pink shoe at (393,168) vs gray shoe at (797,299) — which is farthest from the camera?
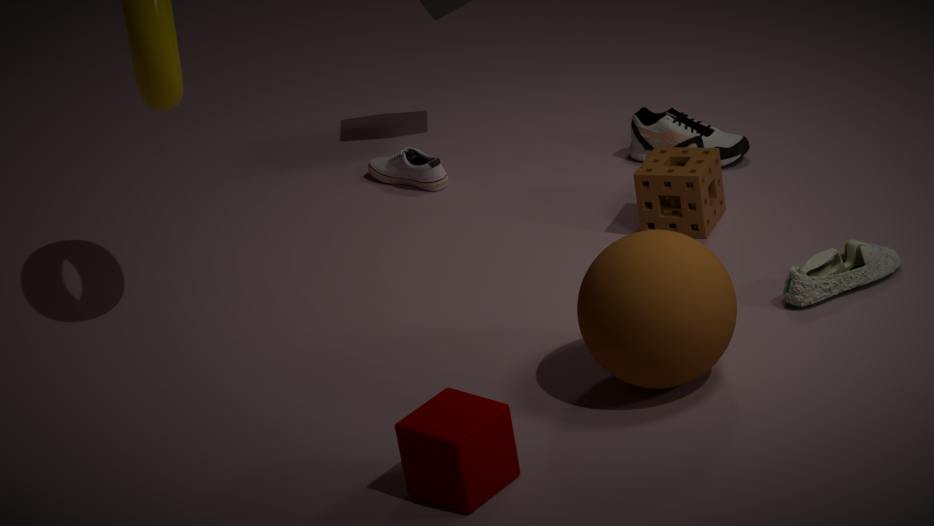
pink shoe at (393,168)
